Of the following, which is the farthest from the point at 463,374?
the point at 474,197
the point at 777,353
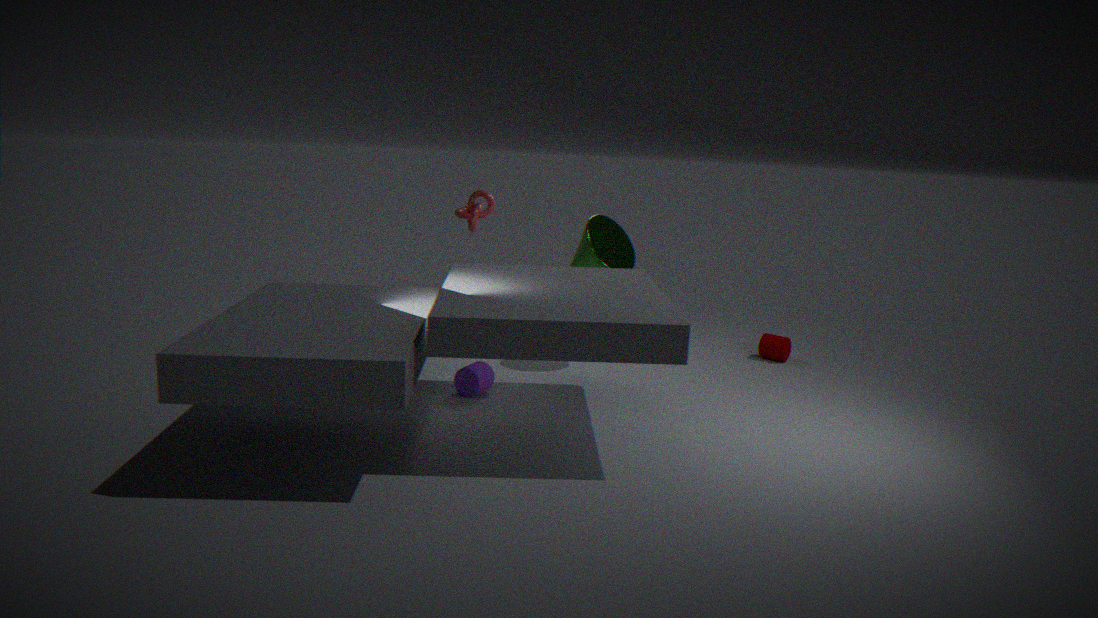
the point at 777,353
